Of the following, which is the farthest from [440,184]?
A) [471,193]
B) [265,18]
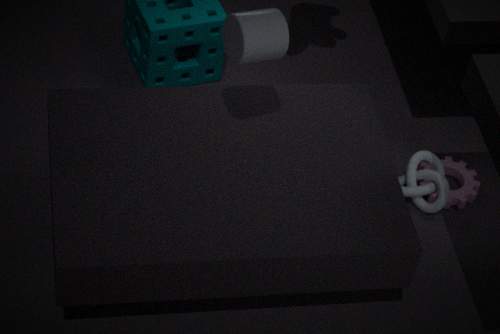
[265,18]
